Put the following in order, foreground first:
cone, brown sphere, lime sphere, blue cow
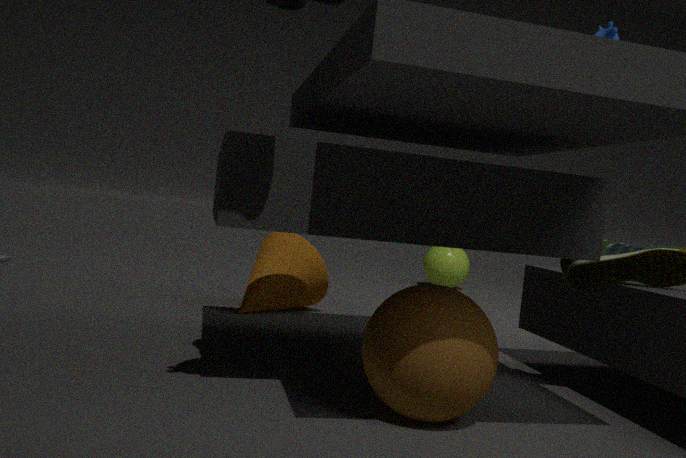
1. brown sphere
2. blue cow
3. cone
4. lime sphere
